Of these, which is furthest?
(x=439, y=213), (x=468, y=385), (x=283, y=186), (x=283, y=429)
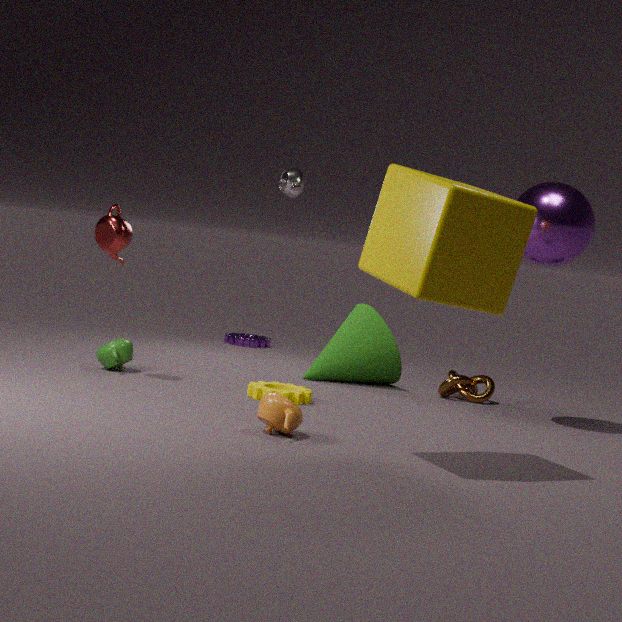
(x=283, y=186)
